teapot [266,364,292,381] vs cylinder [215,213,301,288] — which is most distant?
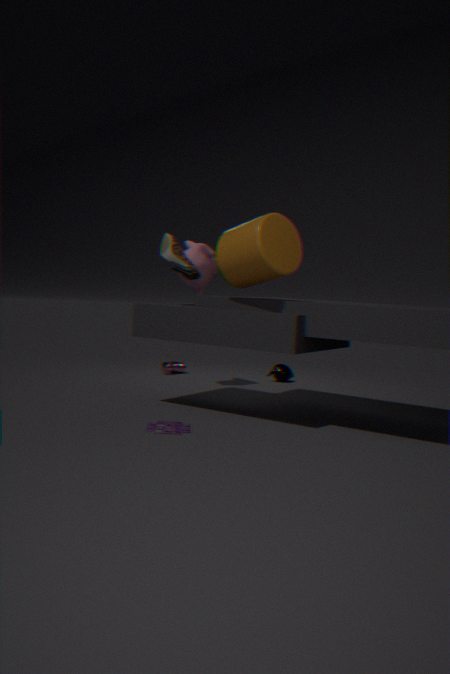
teapot [266,364,292,381]
